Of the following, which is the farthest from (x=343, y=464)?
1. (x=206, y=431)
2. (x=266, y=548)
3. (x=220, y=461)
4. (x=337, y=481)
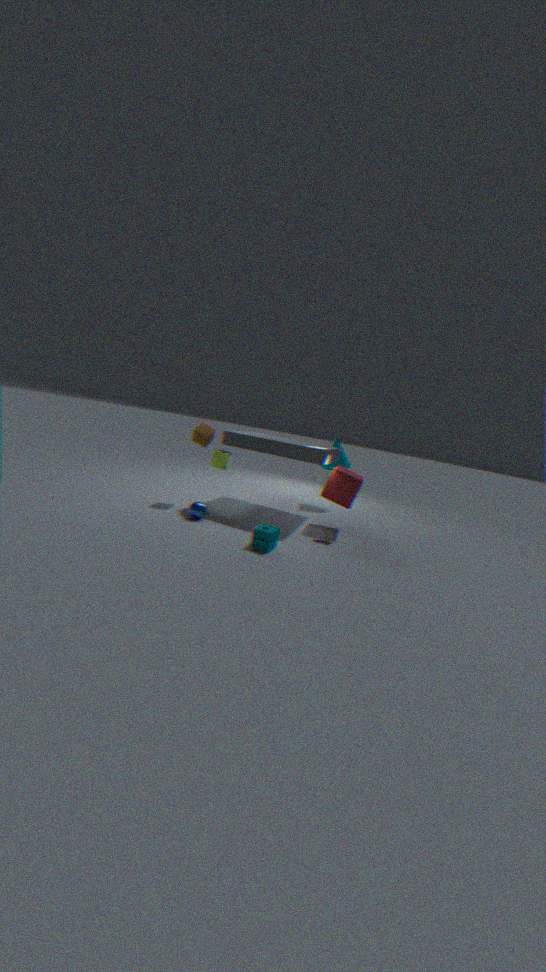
(x=266, y=548)
